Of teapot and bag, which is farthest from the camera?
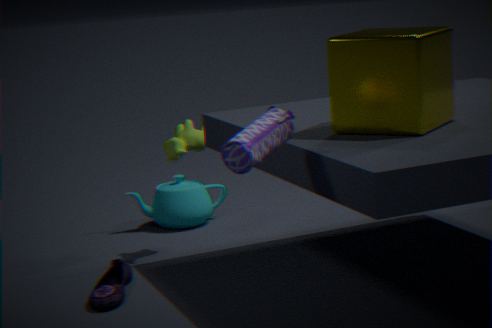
teapot
